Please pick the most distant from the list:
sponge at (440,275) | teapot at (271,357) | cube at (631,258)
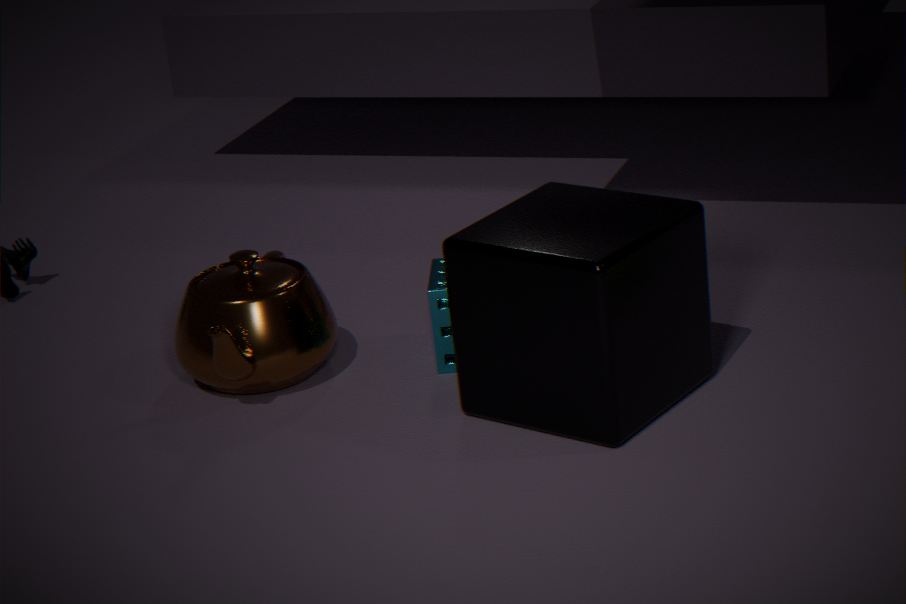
sponge at (440,275)
